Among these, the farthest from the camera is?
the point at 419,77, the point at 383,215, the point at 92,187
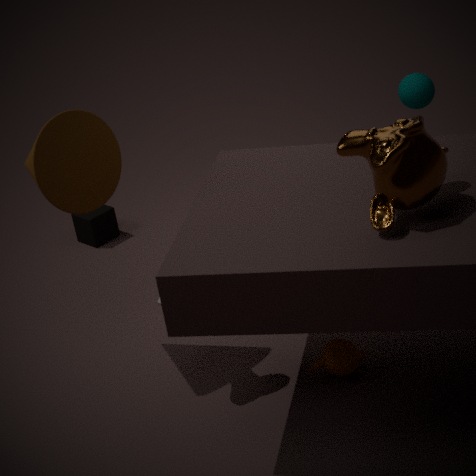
the point at 419,77
